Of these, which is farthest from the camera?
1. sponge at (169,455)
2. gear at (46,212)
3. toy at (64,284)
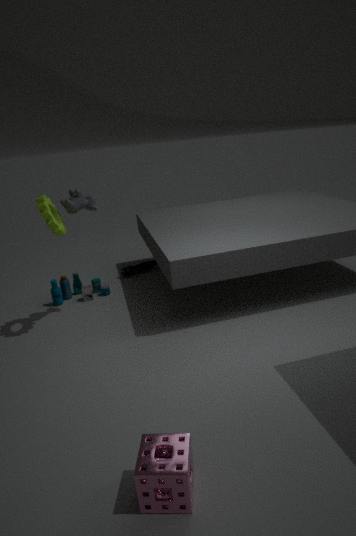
toy at (64,284)
